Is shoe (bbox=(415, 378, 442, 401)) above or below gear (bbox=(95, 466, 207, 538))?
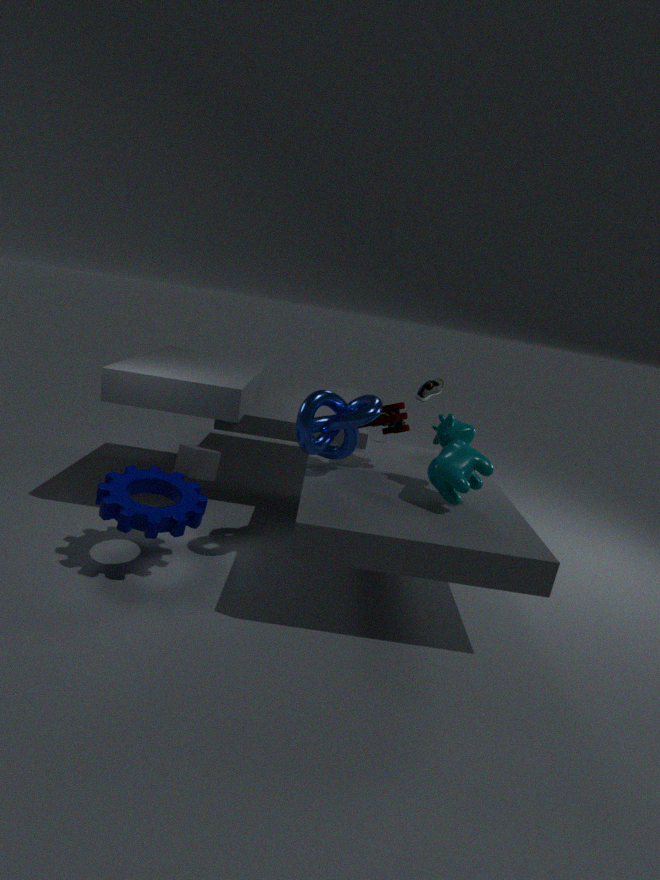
above
